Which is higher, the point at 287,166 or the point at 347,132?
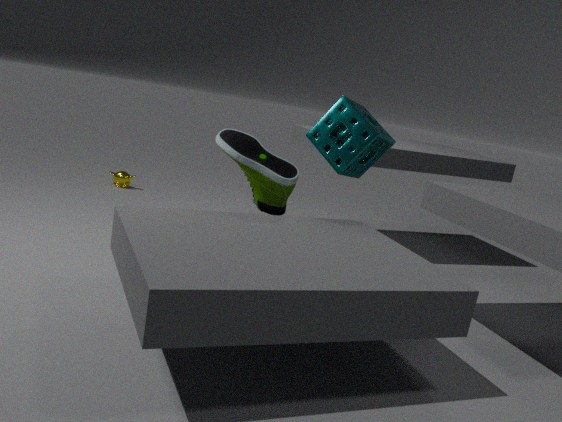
the point at 347,132
